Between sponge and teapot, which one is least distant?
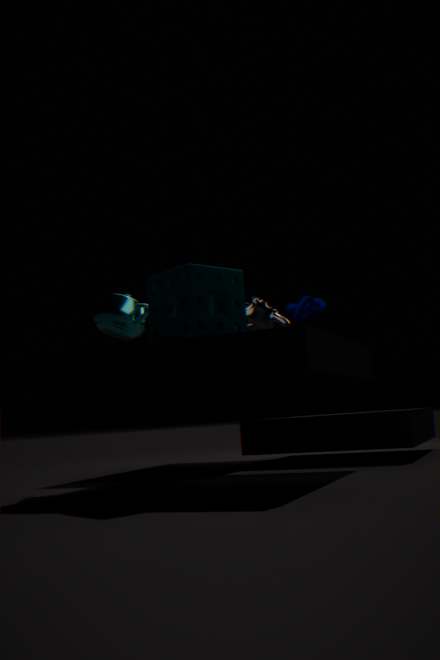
sponge
